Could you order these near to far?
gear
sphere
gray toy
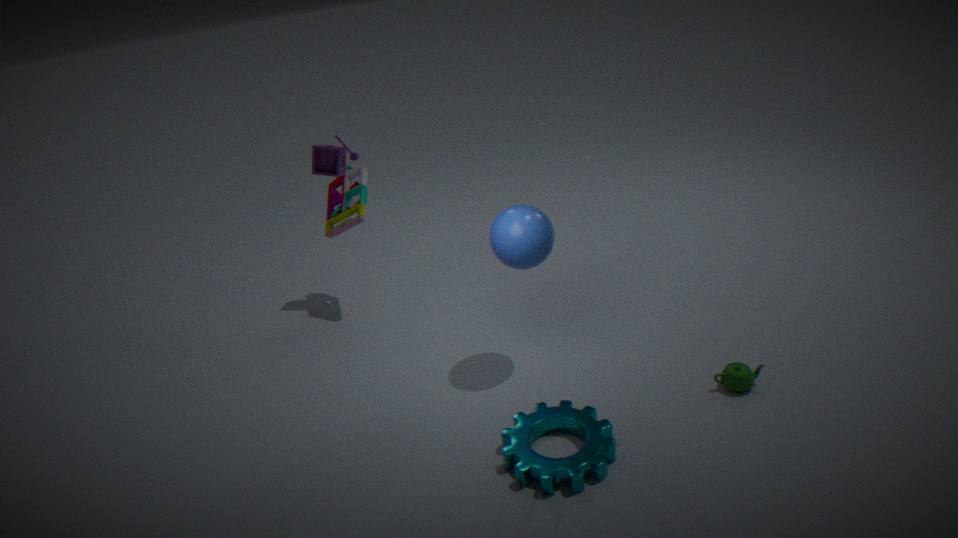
gear < sphere < gray toy
